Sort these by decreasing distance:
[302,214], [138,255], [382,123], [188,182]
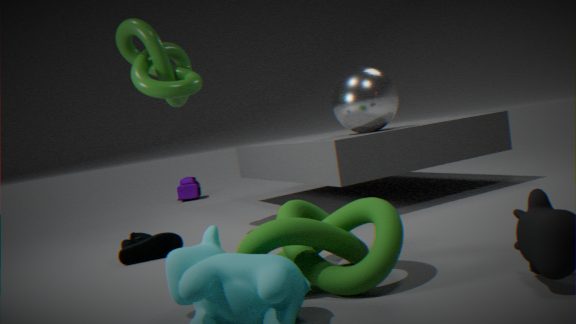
1. [188,182]
2. [382,123]
3. [138,255]
4. [302,214]
